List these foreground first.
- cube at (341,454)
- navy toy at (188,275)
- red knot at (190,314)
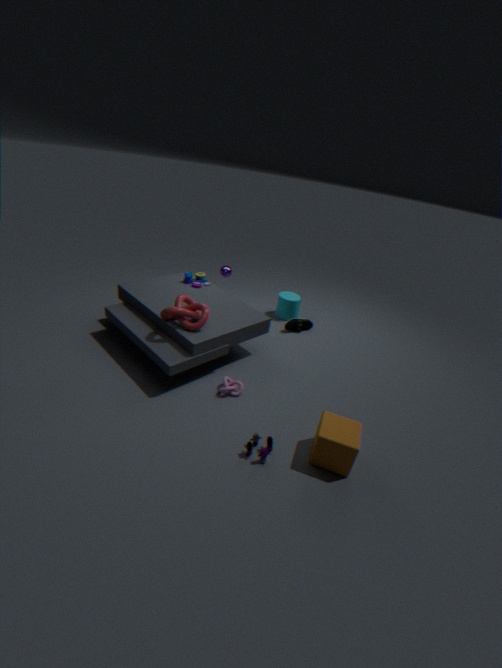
1. cube at (341,454)
2. red knot at (190,314)
3. navy toy at (188,275)
